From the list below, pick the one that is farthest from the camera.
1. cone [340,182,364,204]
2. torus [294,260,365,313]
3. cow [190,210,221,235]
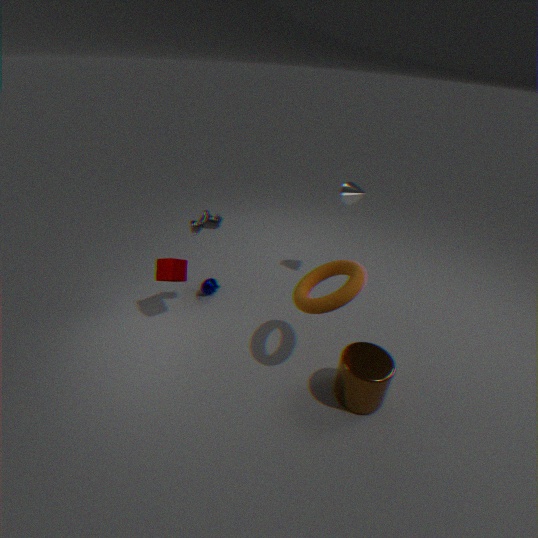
cone [340,182,364,204]
